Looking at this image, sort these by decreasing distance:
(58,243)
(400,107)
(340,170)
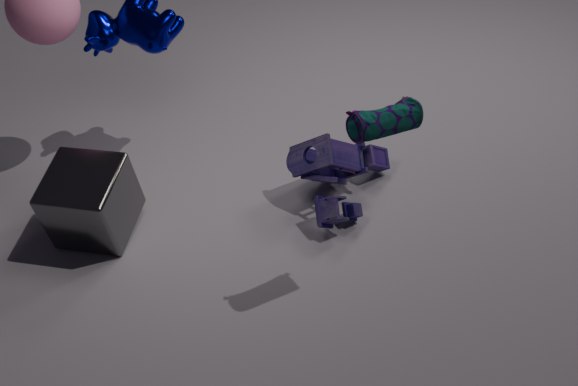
(340,170) → (58,243) → (400,107)
